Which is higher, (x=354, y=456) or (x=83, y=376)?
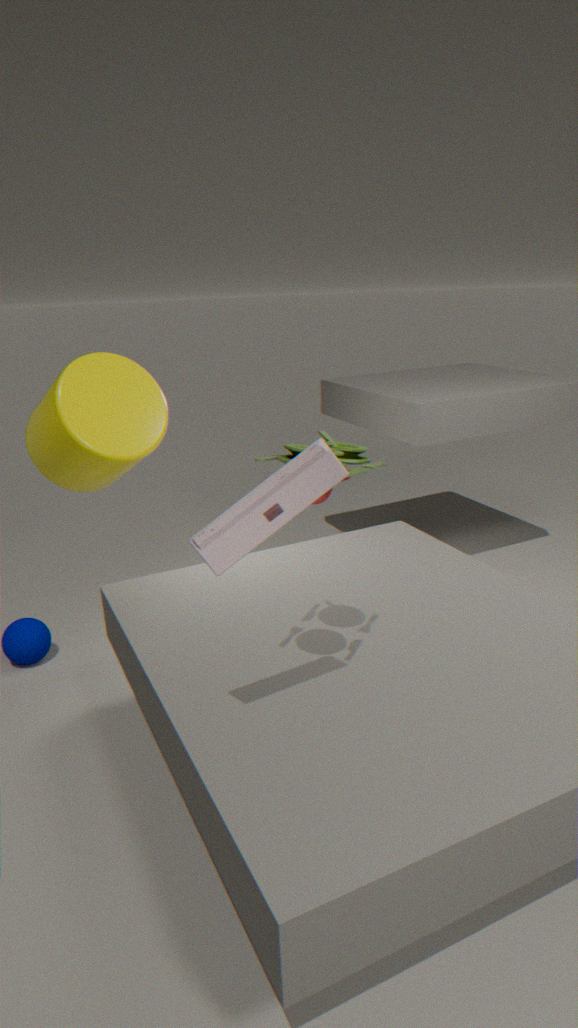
(x=354, y=456)
